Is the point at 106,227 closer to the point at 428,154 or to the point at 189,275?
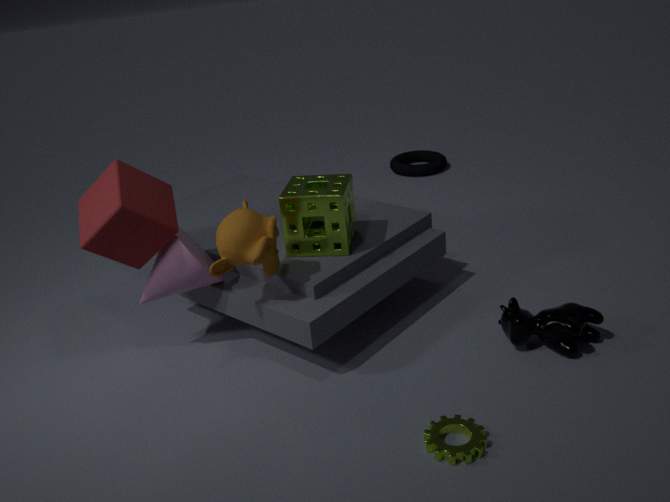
the point at 189,275
